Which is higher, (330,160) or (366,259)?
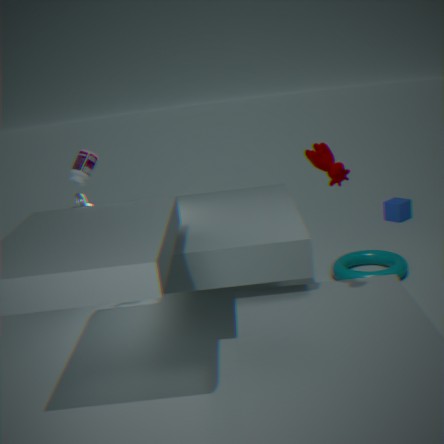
(330,160)
